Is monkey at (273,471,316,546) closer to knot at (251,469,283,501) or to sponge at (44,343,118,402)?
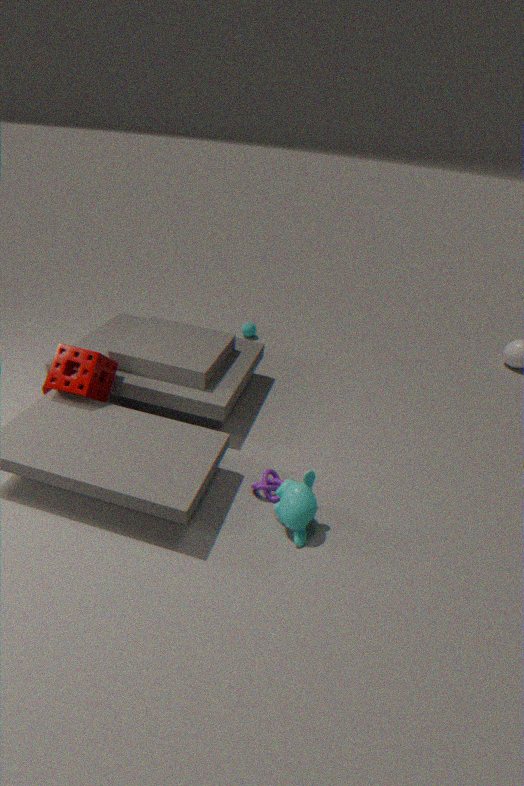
knot at (251,469,283,501)
